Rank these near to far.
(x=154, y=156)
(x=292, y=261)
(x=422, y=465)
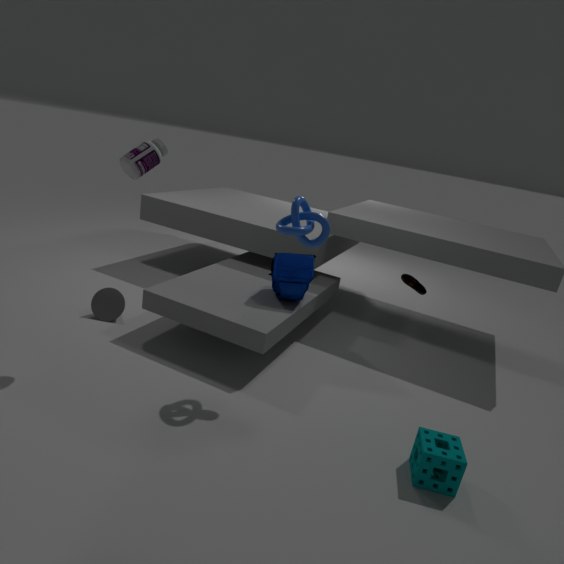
1. (x=422, y=465)
2. (x=154, y=156)
3. (x=292, y=261)
